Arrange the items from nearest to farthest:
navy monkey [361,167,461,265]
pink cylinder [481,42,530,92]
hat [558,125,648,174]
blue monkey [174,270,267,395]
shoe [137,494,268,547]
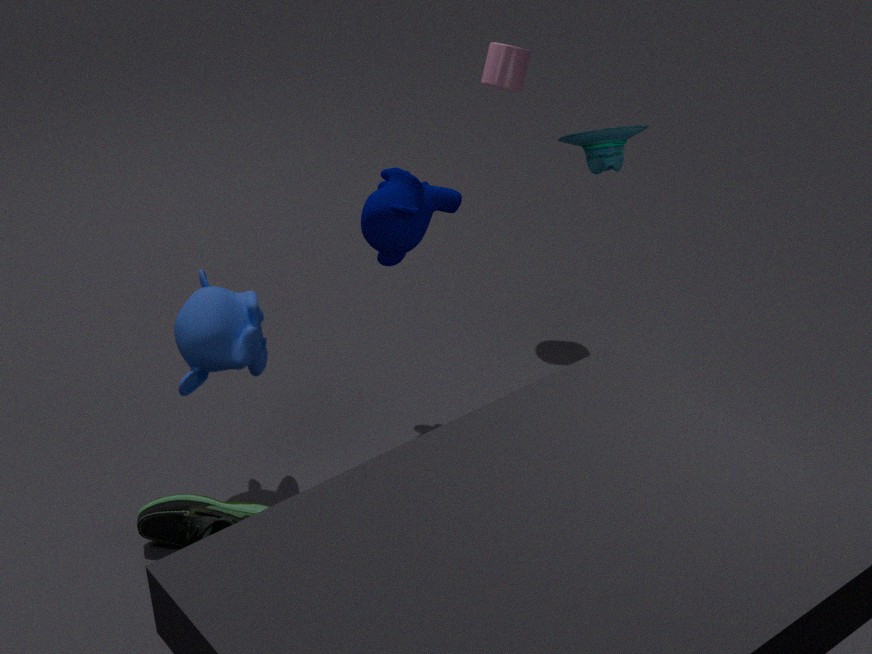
shoe [137,494,268,547]
blue monkey [174,270,267,395]
hat [558,125,648,174]
navy monkey [361,167,461,265]
pink cylinder [481,42,530,92]
